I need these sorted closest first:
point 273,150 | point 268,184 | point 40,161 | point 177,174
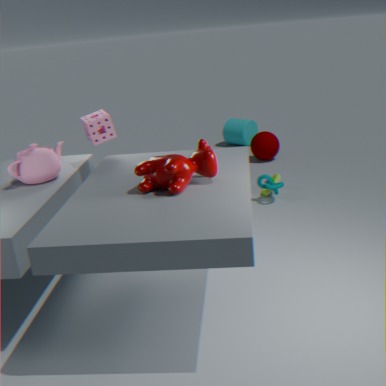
point 177,174 → point 40,161 → point 268,184 → point 273,150
